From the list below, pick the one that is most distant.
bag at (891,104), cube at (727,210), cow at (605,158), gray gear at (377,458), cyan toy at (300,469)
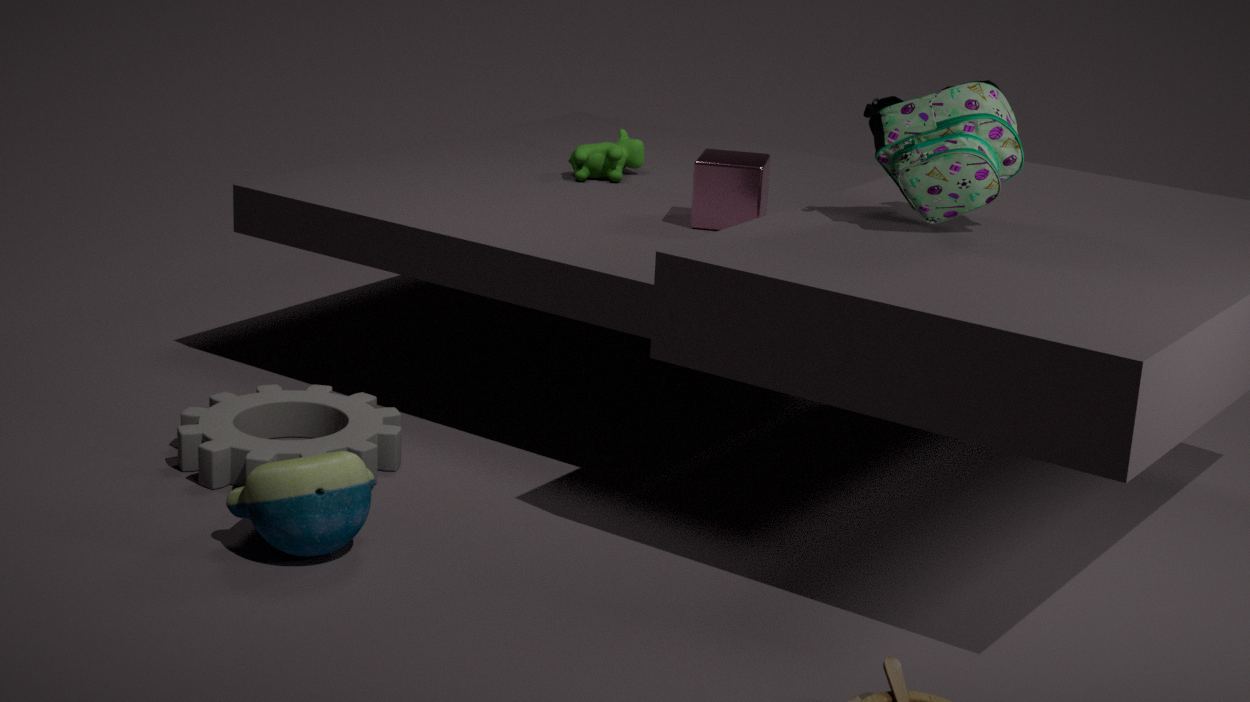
cow at (605,158)
